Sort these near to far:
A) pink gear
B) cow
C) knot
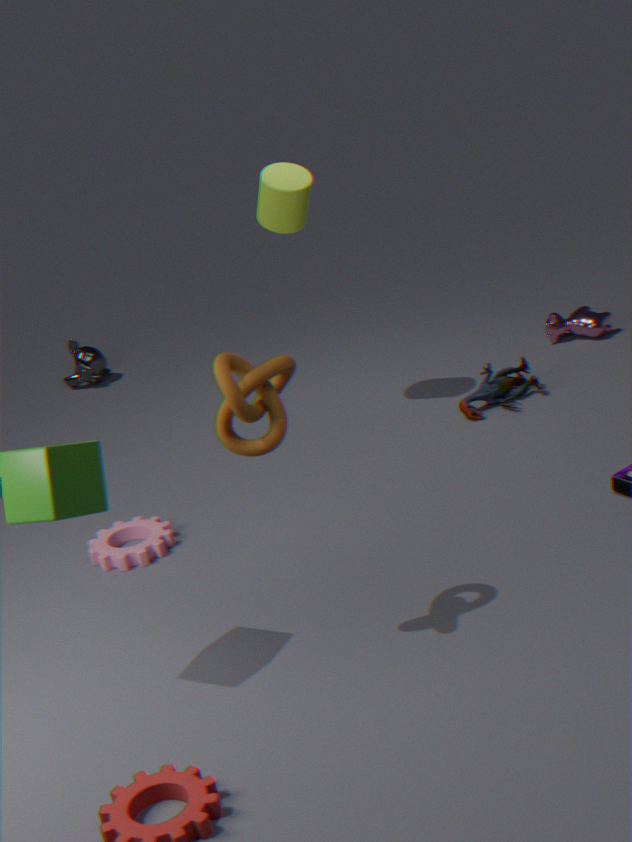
knot → pink gear → cow
